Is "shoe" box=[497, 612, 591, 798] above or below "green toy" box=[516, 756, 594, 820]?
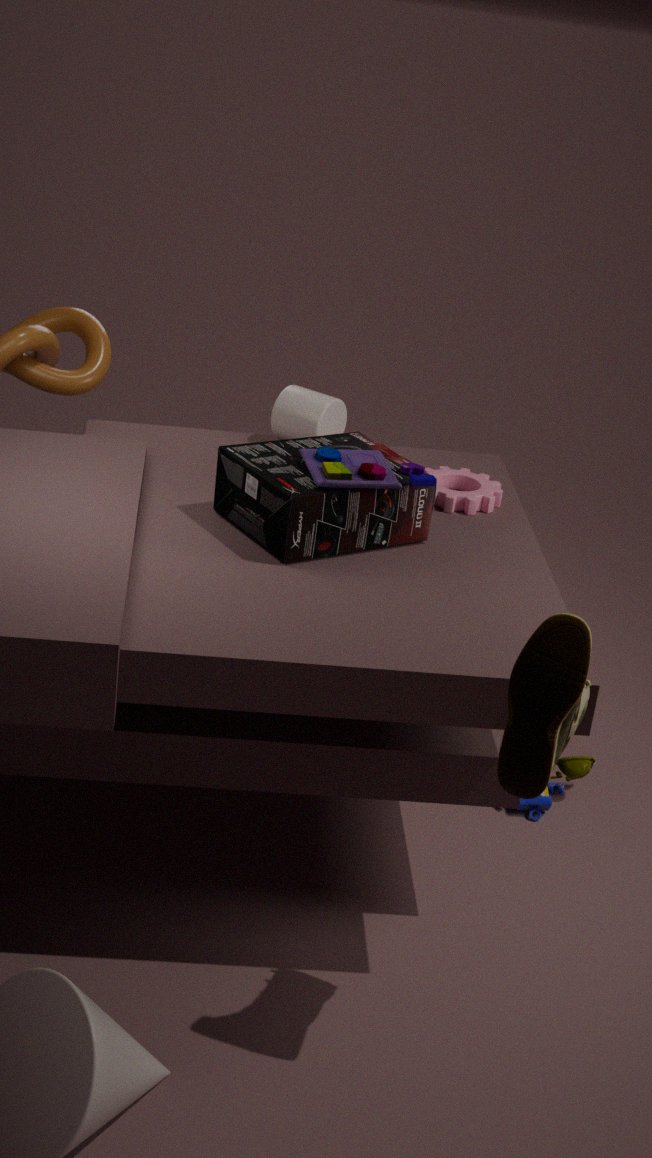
above
